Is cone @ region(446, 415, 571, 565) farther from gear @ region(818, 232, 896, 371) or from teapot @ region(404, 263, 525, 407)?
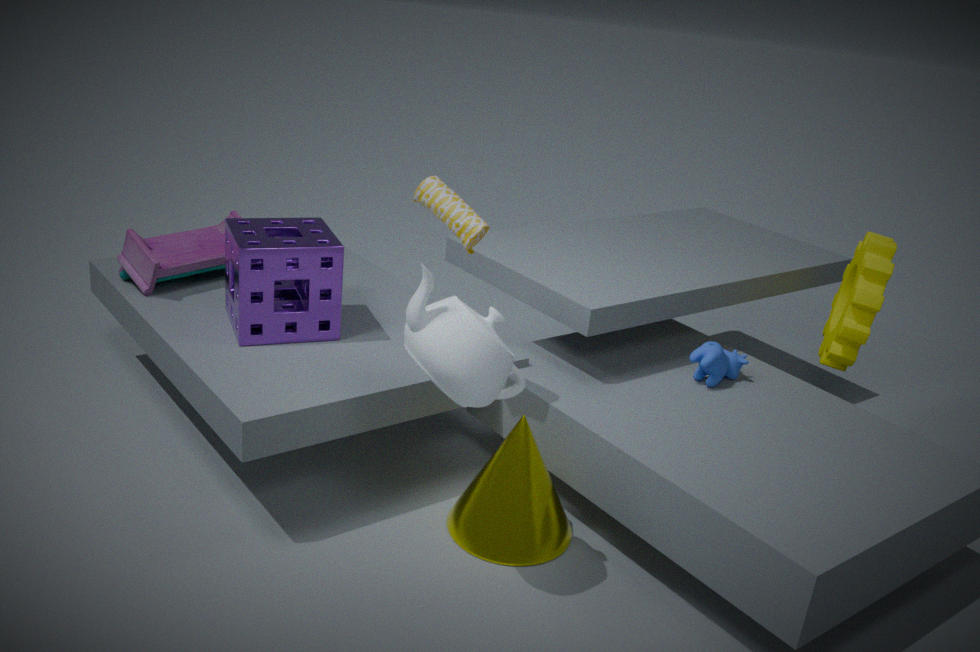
gear @ region(818, 232, 896, 371)
